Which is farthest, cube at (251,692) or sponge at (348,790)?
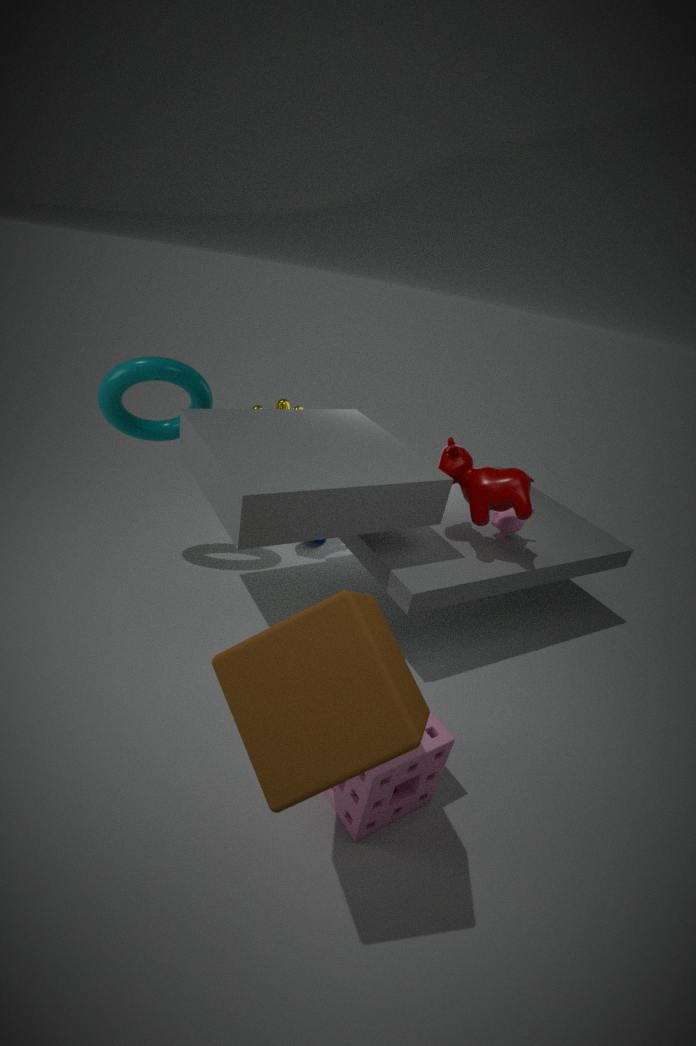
sponge at (348,790)
